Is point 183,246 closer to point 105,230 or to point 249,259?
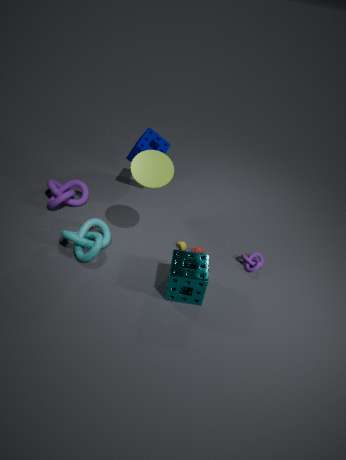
point 249,259
